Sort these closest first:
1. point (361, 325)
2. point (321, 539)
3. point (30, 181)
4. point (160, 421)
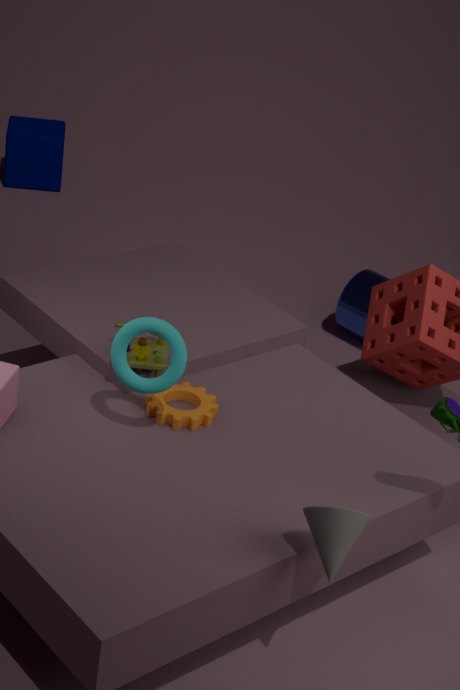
point (321, 539), point (160, 421), point (361, 325), point (30, 181)
